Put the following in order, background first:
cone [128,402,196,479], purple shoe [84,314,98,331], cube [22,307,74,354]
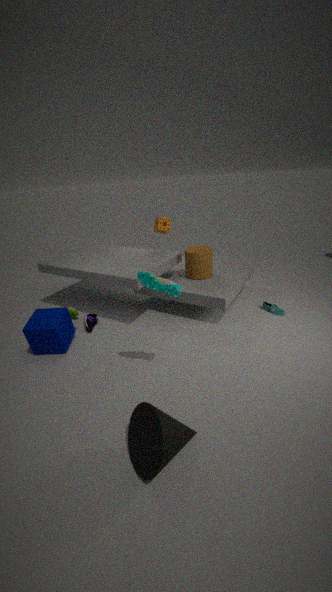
purple shoe [84,314,98,331] → cube [22,307,74,354] → cone [128,402,196,479]
